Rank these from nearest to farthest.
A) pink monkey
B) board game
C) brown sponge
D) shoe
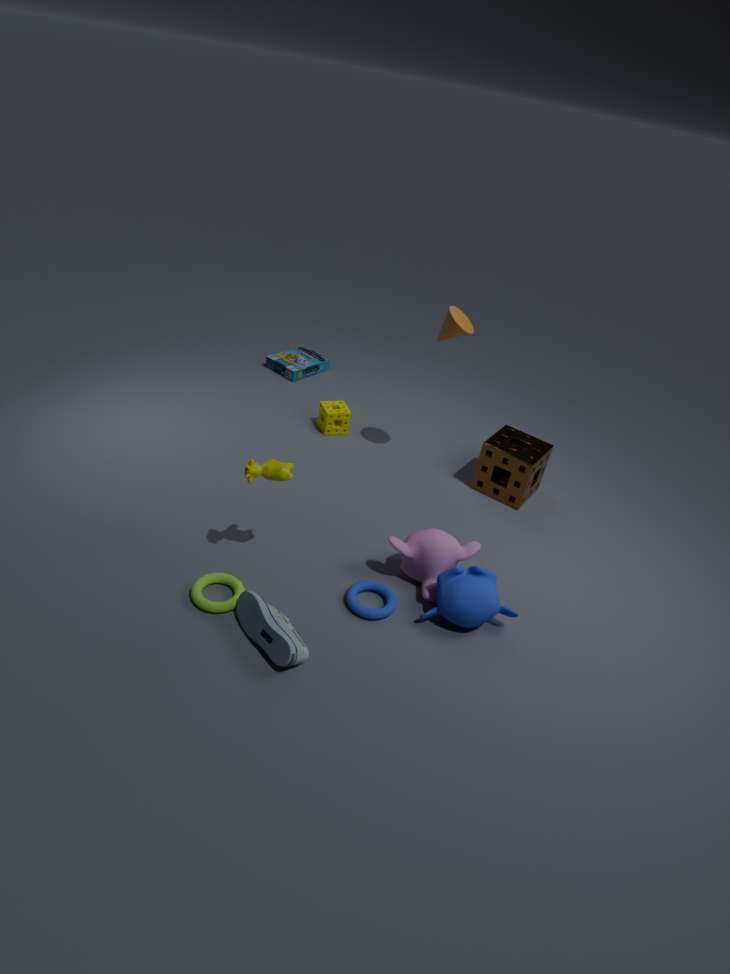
shoe
pink monkey
brown sponge
board game
